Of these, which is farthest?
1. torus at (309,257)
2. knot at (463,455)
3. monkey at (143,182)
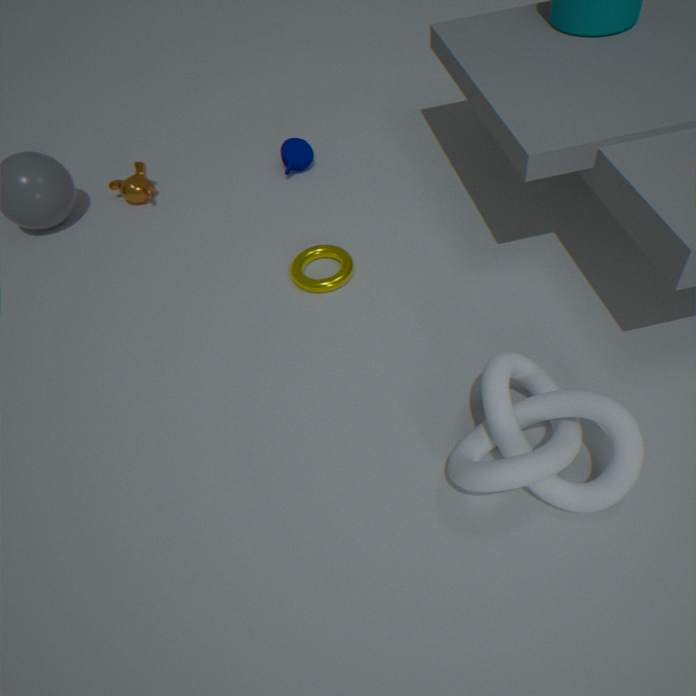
monkey at (143,182)
